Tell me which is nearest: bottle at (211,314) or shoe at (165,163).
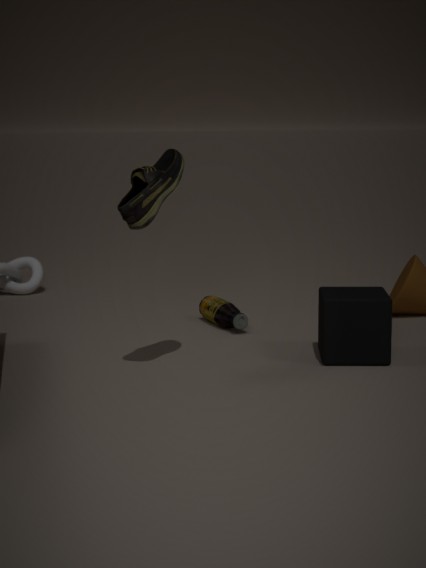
shoe at (165,163)
